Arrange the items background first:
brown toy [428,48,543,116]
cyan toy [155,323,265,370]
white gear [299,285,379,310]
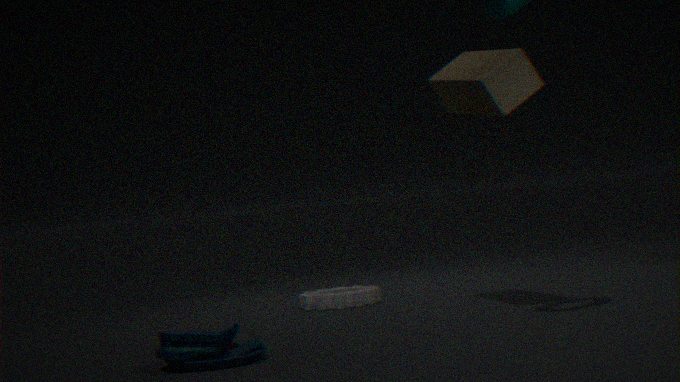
white gear [299,285,379,310] → brown toy [428,48,543,116] → cyan toy [155,323,265,370]
